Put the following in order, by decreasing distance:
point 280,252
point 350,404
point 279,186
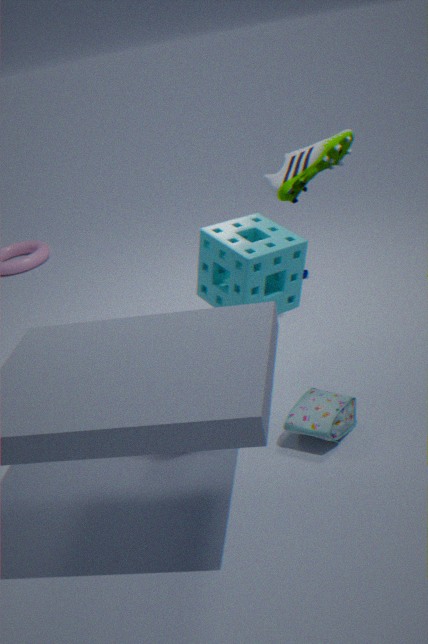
point 279,186 → point 280,252 → point 350,404
